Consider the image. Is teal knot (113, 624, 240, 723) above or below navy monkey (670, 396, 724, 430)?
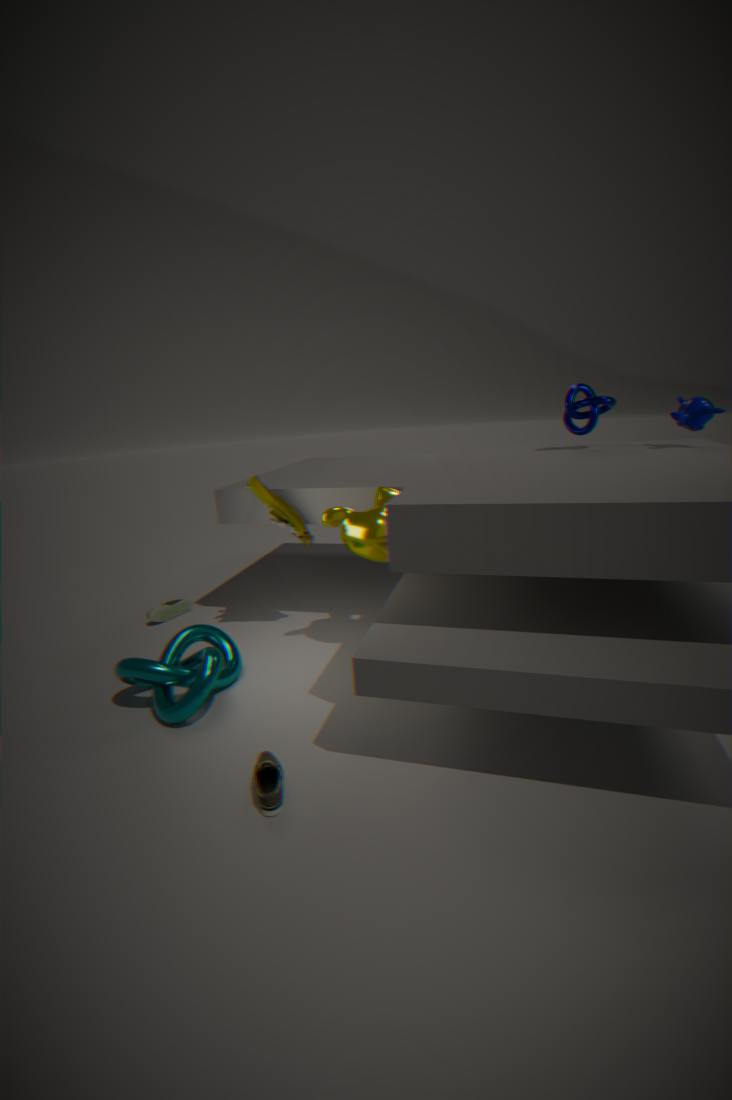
below
